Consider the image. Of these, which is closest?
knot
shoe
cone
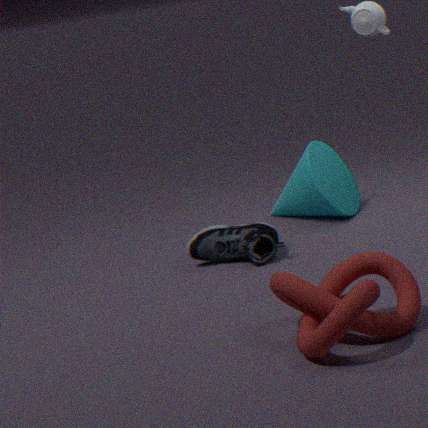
knot
